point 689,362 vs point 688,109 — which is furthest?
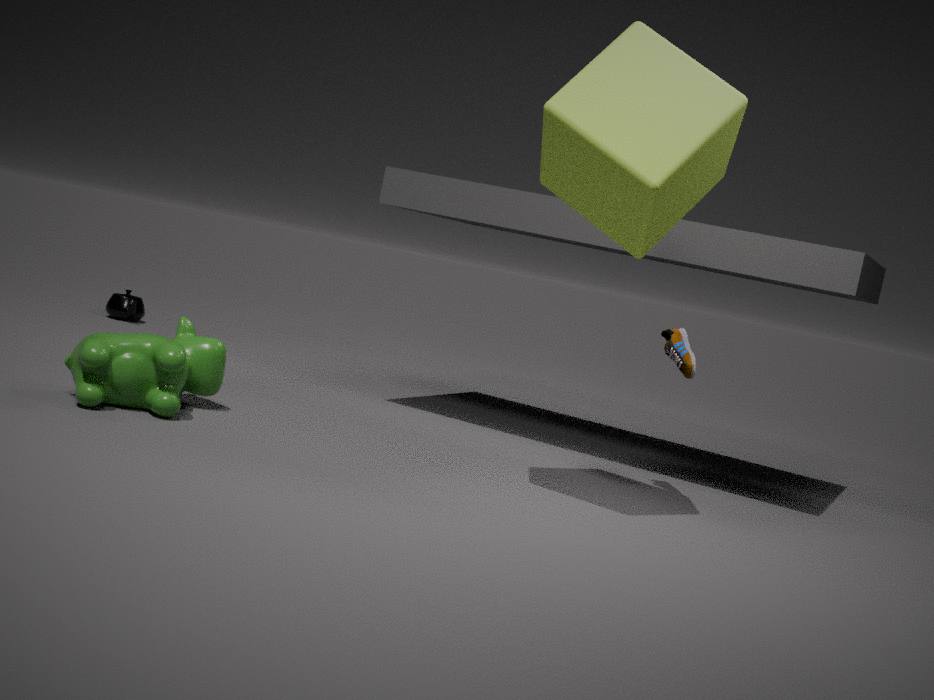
point 689,362
